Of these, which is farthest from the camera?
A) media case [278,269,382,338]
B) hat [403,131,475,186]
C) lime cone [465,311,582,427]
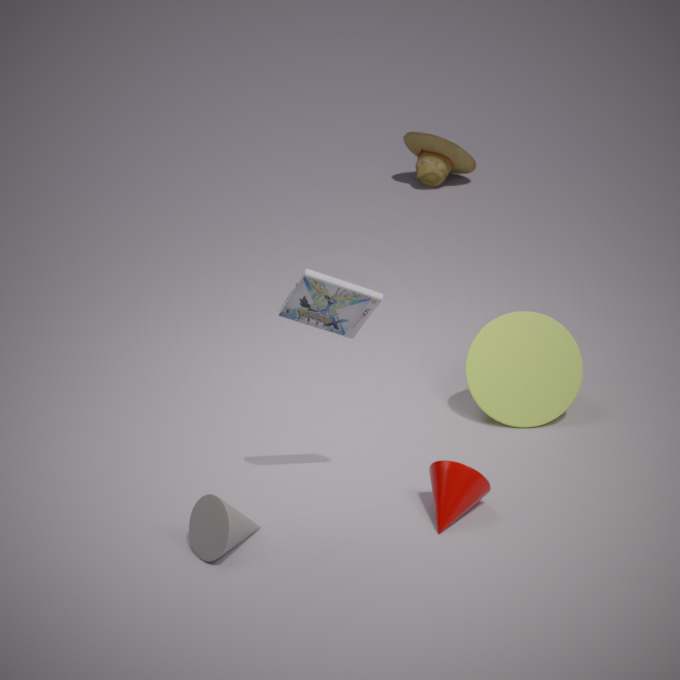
hat [403,131,475,186]
